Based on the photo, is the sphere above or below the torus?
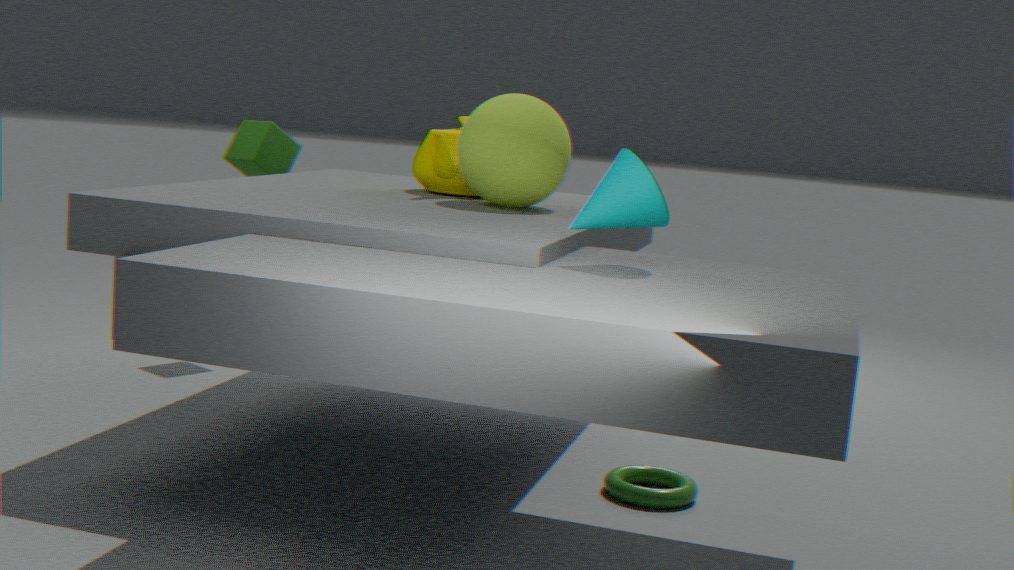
above
